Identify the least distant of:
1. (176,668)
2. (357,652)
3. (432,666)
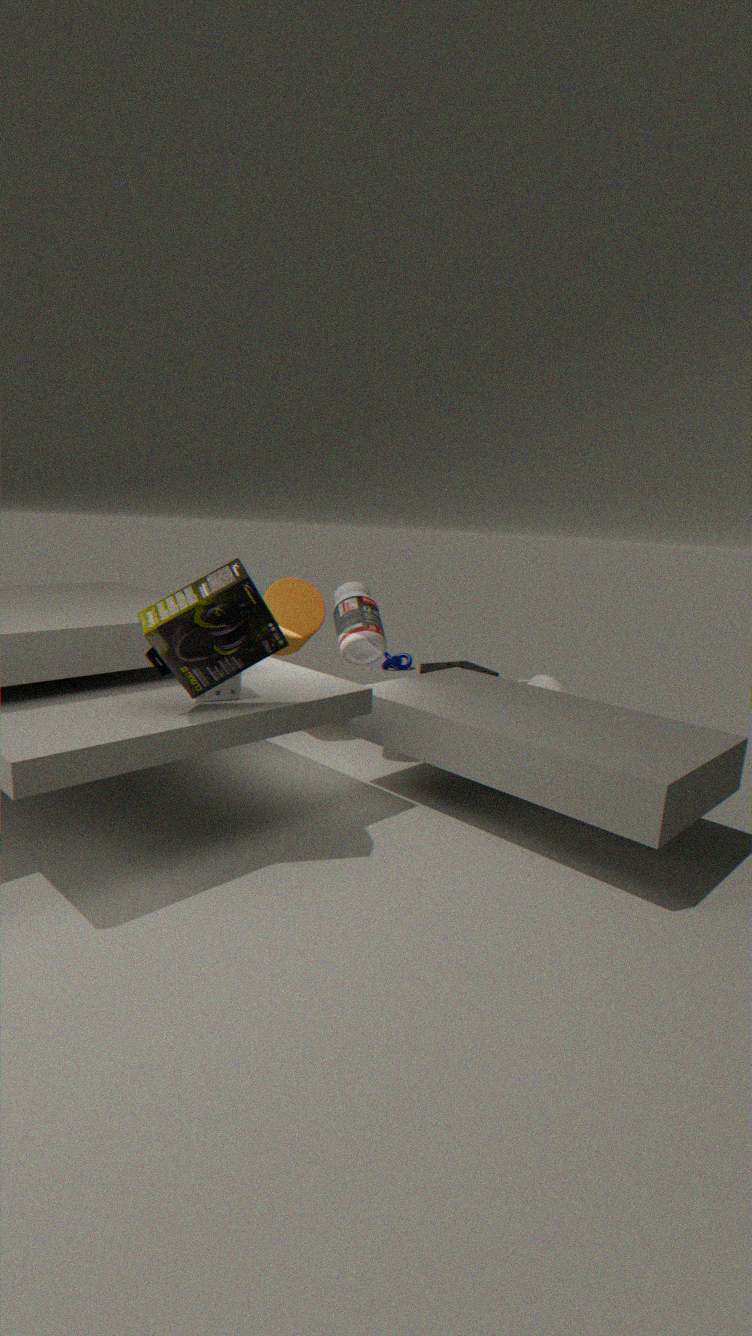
(176,668)
